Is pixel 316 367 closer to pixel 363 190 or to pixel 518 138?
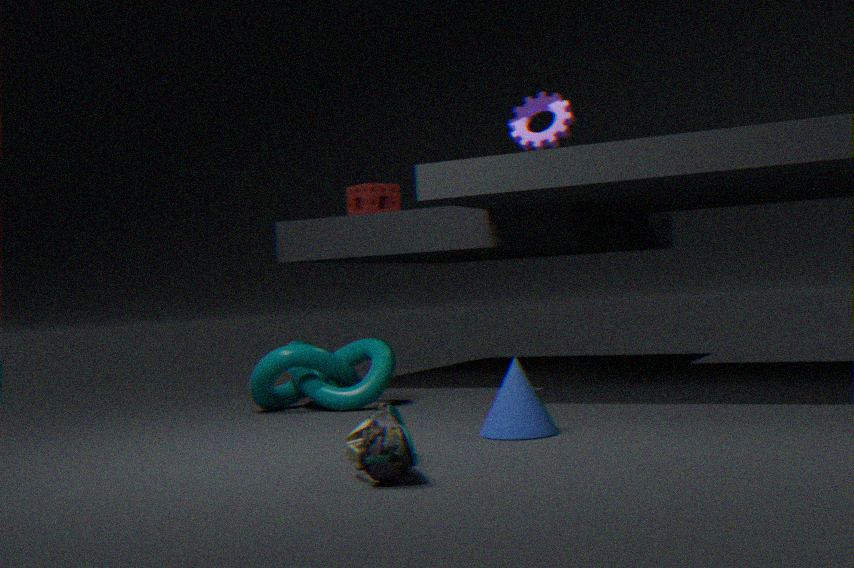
pixel 363 190
